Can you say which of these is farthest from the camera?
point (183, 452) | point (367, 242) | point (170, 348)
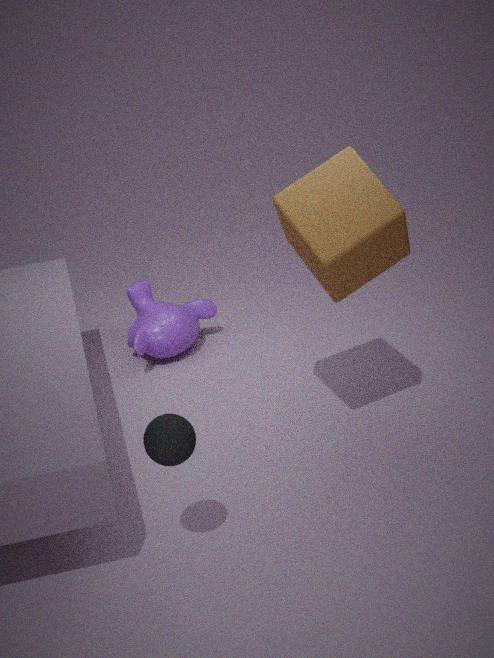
point (170, 348)
